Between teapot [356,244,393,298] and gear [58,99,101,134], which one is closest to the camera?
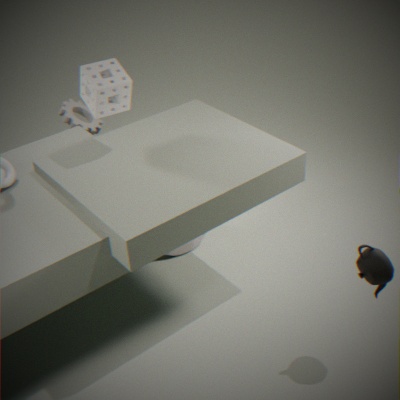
teapot [356,244,393,298]
